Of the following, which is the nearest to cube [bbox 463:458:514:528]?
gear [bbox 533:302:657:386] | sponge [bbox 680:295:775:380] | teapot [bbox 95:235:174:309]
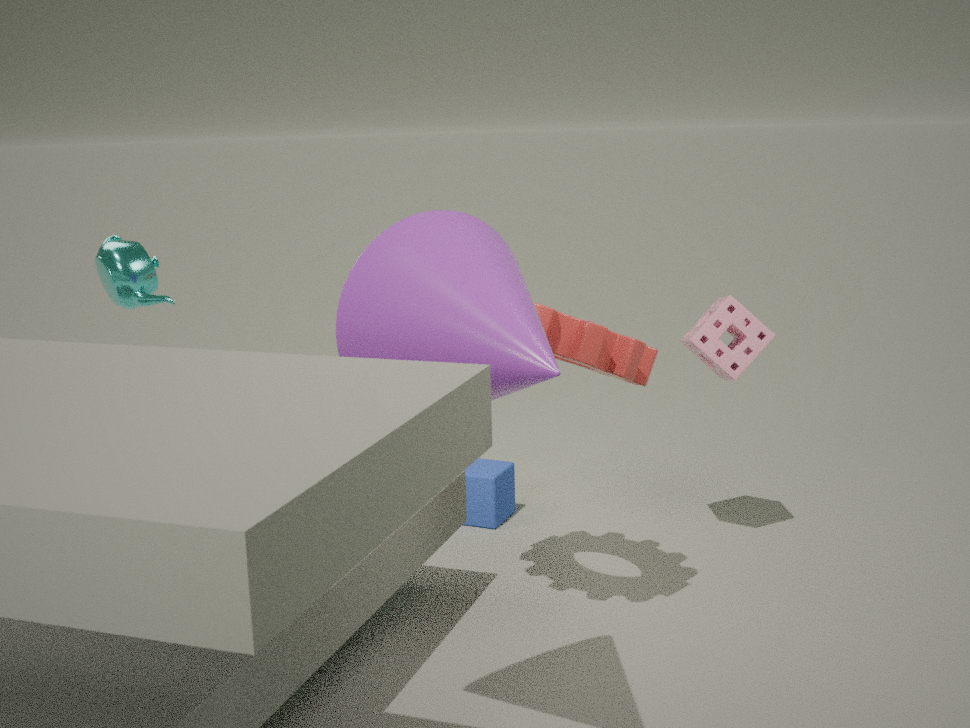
gear [bbox 533:302:657:386]
